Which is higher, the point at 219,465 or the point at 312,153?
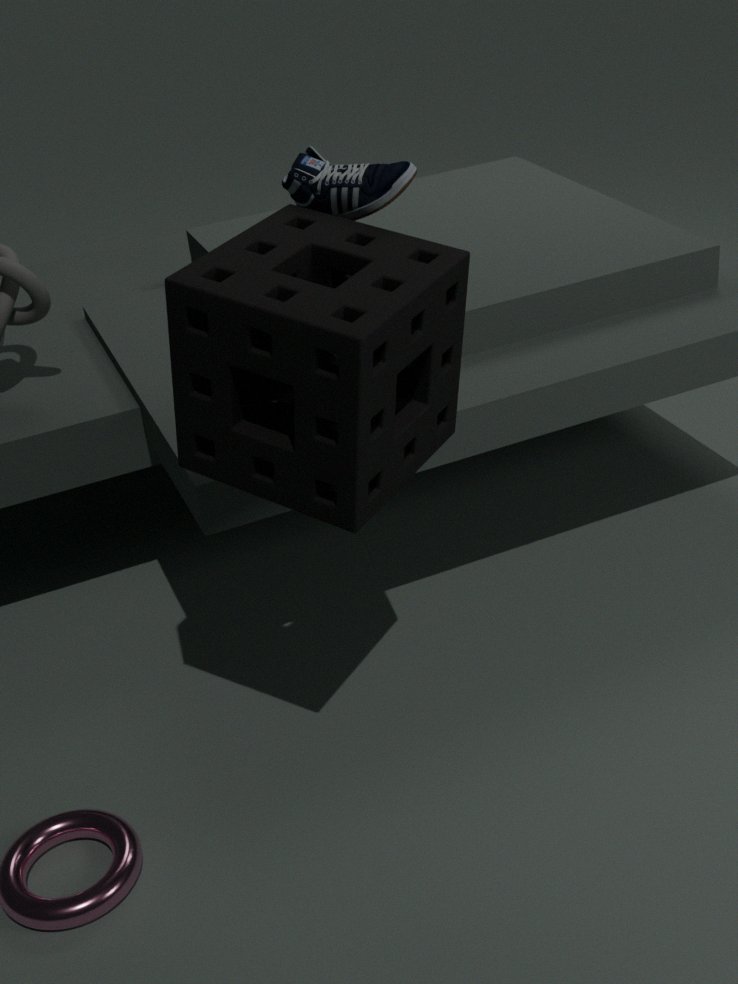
the point at 312,153
